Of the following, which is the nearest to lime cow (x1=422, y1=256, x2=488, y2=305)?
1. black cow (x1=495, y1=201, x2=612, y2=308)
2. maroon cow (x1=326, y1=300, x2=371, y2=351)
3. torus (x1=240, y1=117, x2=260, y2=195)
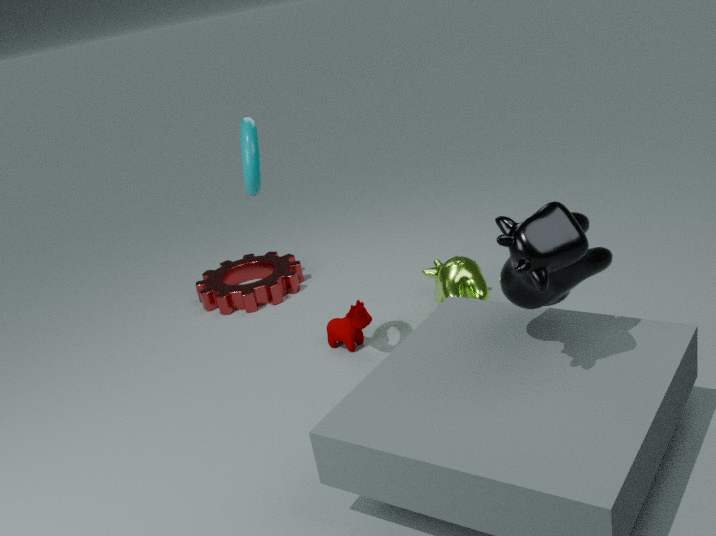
maroon cow (x1=326, y1=300, x2=371, y2=351)
